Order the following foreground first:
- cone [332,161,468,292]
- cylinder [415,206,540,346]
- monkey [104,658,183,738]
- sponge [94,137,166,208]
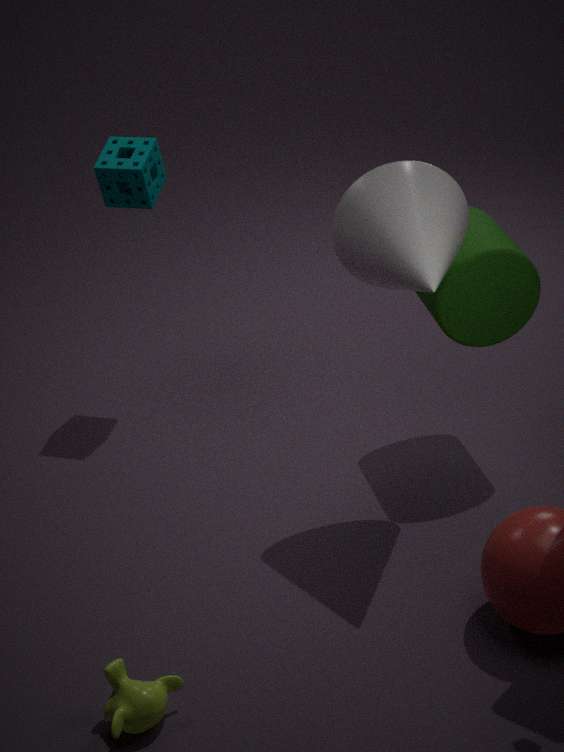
monkey [104,658,183,738] < cone [332,161,468,292] < cylinder [415,206,540,346] < sponge [94,137,166,208]
